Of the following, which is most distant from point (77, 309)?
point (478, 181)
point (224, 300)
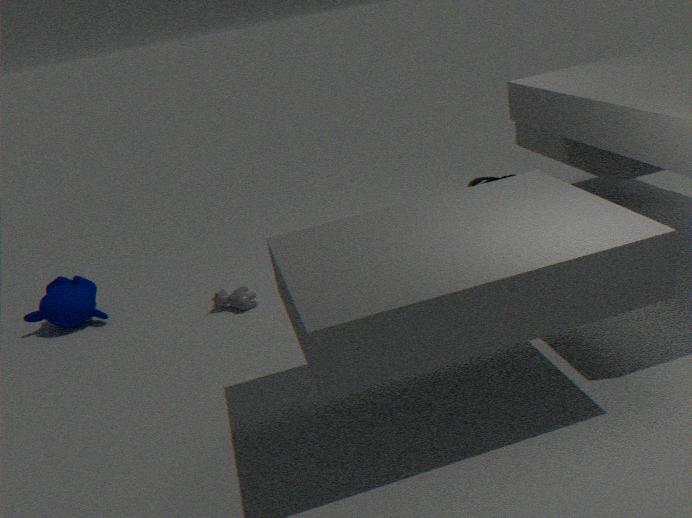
point (478, 181)
